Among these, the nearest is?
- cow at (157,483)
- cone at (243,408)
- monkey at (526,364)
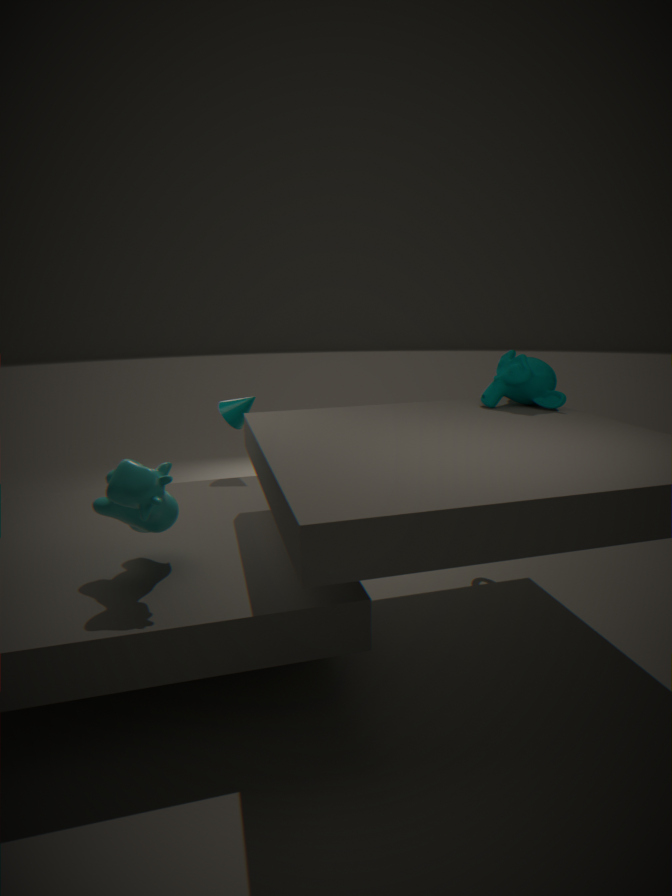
cow at (157,483)
